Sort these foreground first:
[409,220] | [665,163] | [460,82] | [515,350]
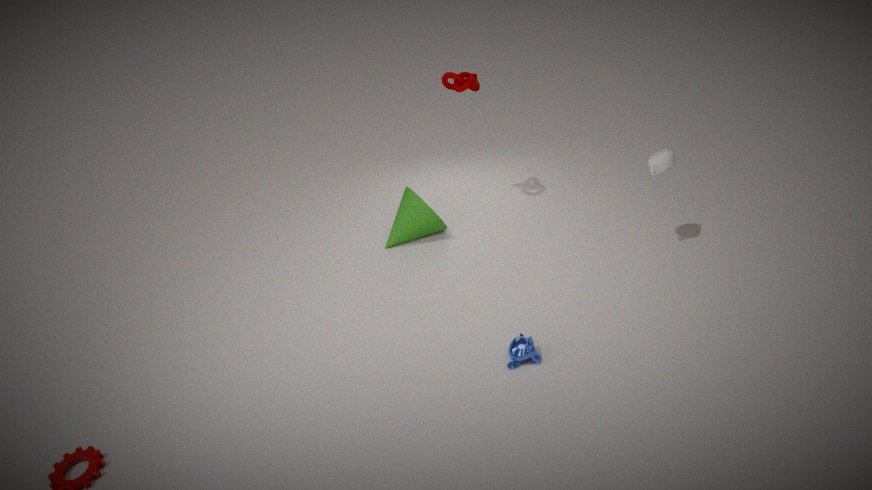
[515,350]
[665,163]
[460,82]
[409,220]
